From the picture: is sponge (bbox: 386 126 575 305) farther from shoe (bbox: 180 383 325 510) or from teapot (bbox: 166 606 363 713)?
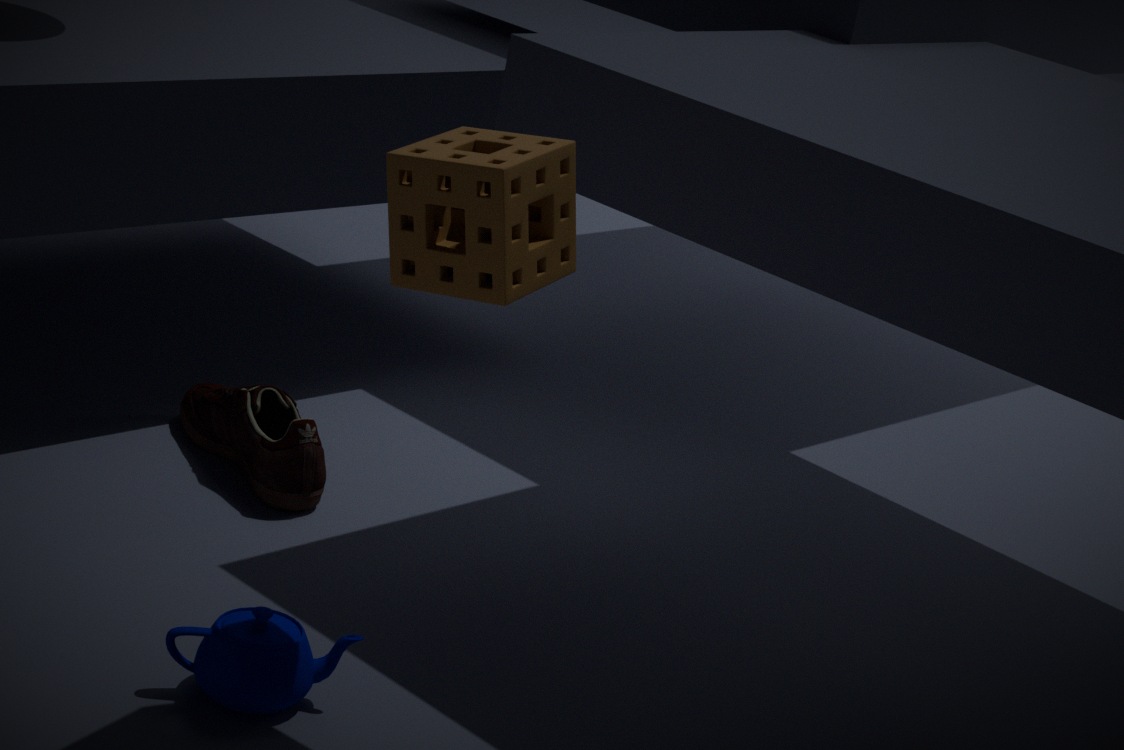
shoe (bbox: 180 383 325 510)
